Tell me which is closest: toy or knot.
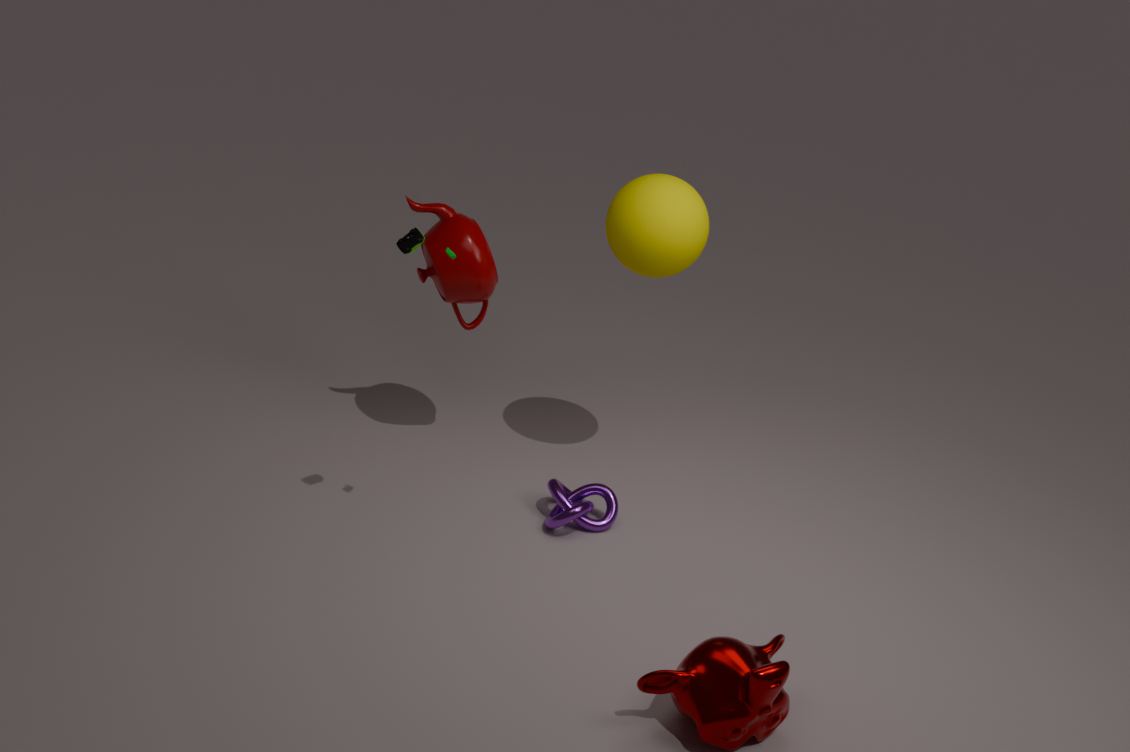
toy
